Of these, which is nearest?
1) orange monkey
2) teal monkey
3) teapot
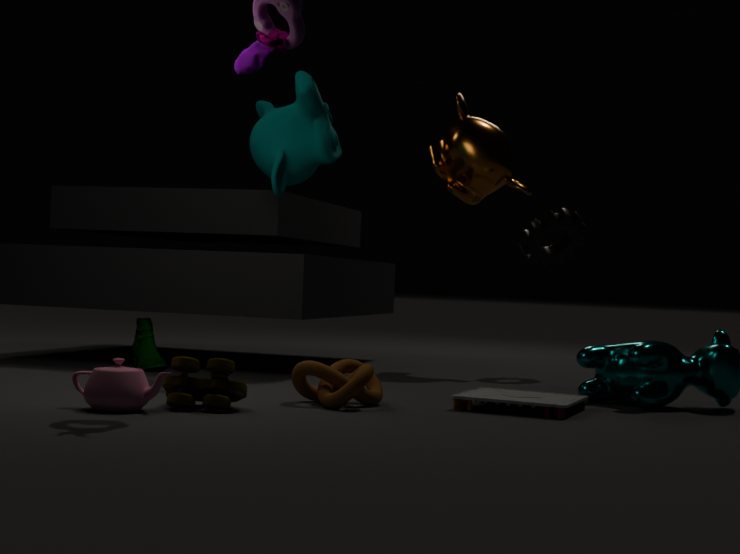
3. teapot
